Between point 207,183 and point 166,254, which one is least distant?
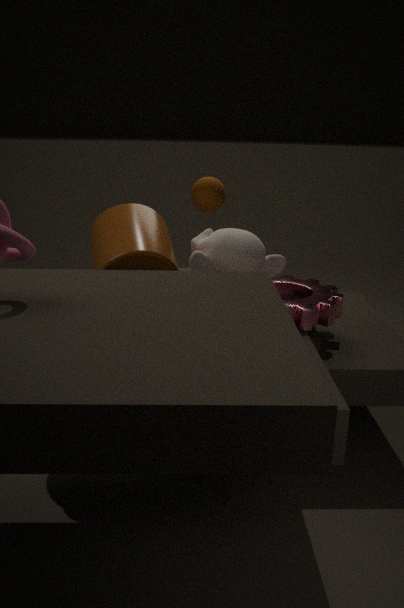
point 166,254
